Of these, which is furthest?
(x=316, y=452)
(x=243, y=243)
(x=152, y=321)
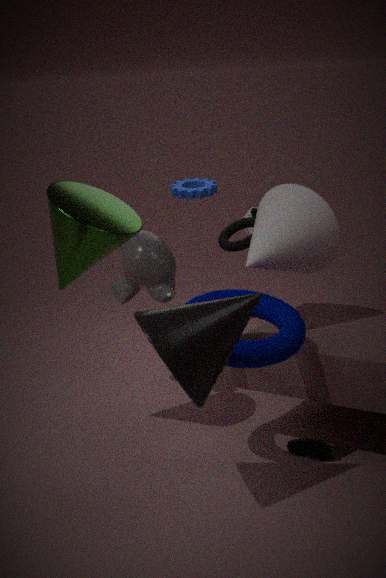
(x=243, y=243)
